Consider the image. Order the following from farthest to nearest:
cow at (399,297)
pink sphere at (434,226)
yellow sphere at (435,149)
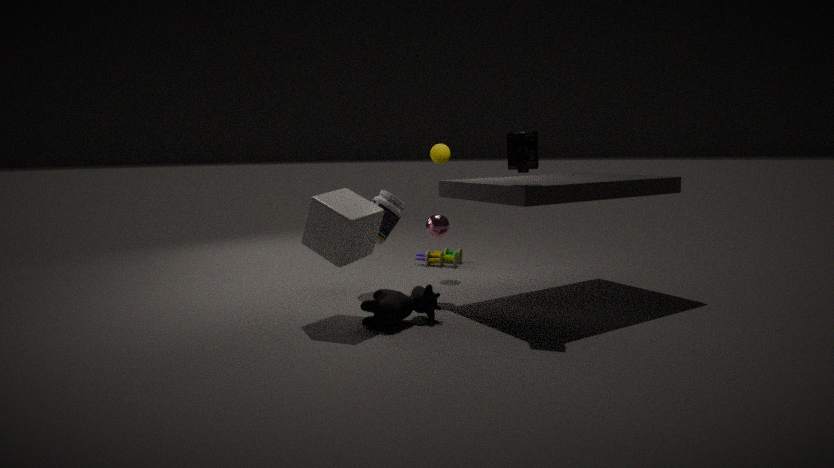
yellow sphere at (435,149) < pink sphere at (434,226) < cow at (399,297)
